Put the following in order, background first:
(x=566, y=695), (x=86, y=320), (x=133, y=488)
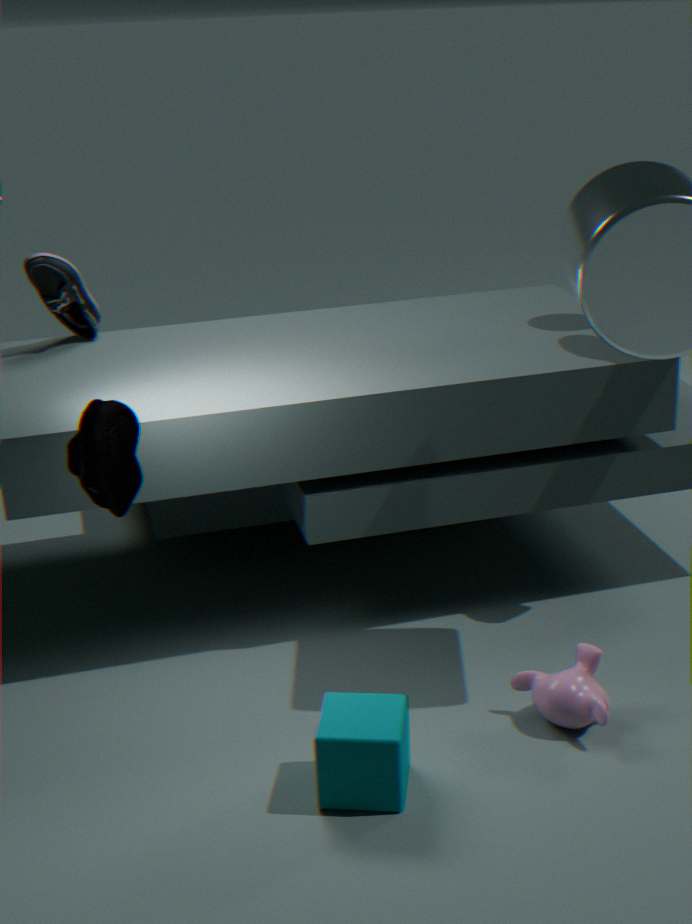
(x=86, y=320), (x=566, y=695), (x=133, y=488)
